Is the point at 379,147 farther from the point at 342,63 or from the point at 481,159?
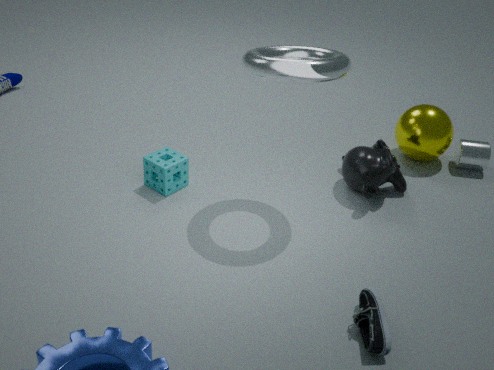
the point at 342,63
